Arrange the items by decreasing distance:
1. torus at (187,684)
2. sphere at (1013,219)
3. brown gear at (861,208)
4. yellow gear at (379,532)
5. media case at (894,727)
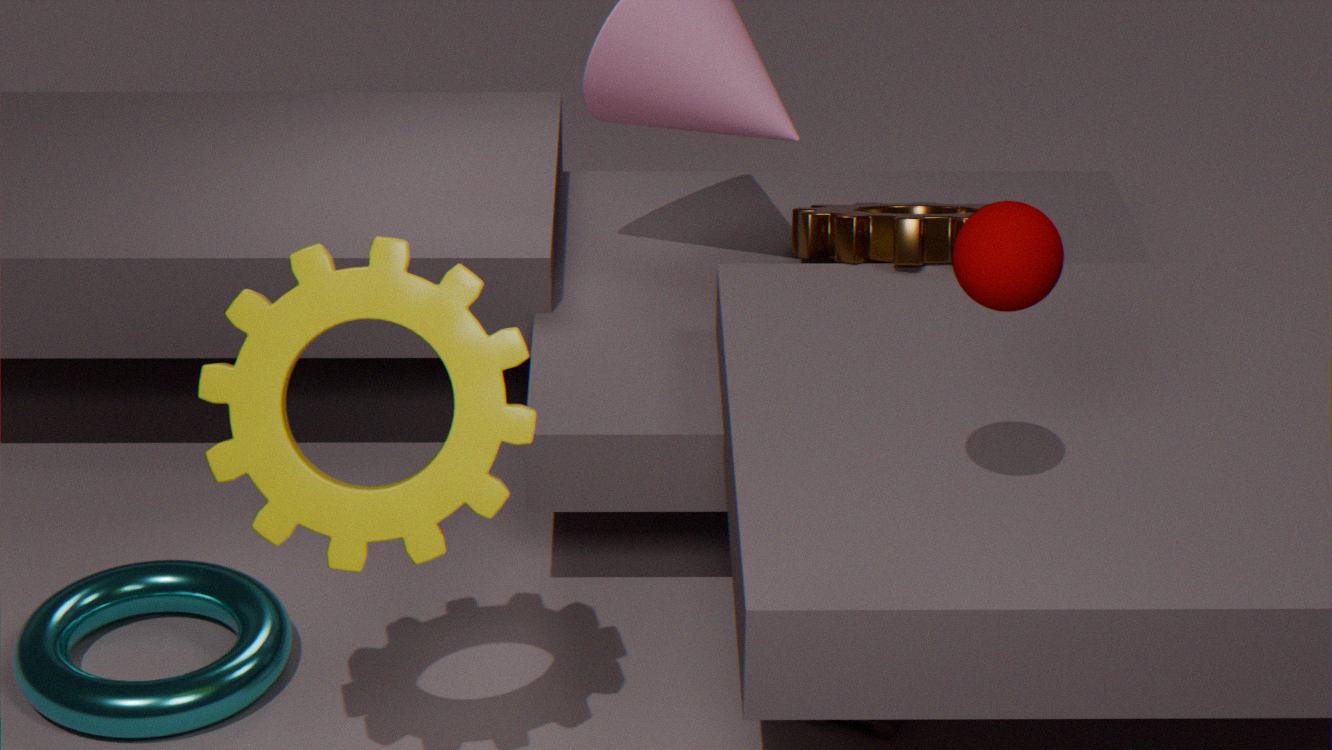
brown gear at (861,208), media case at (894,727), torus at (187,684), yellow gear at (379,532), sphere at (1013,219)
